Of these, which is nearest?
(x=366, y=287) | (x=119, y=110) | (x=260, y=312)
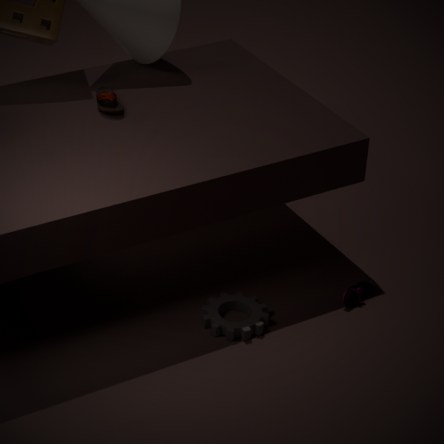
(x=260, y=312)
